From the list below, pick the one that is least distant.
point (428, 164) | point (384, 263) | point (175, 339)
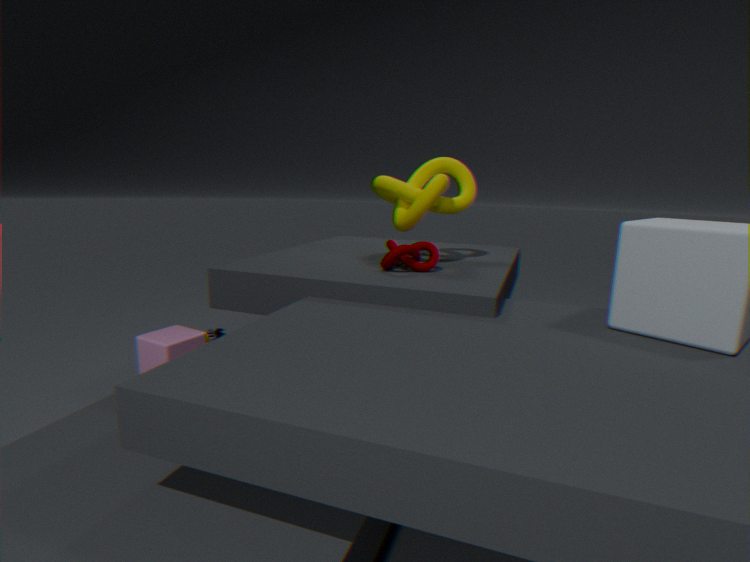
point (175, 339)
